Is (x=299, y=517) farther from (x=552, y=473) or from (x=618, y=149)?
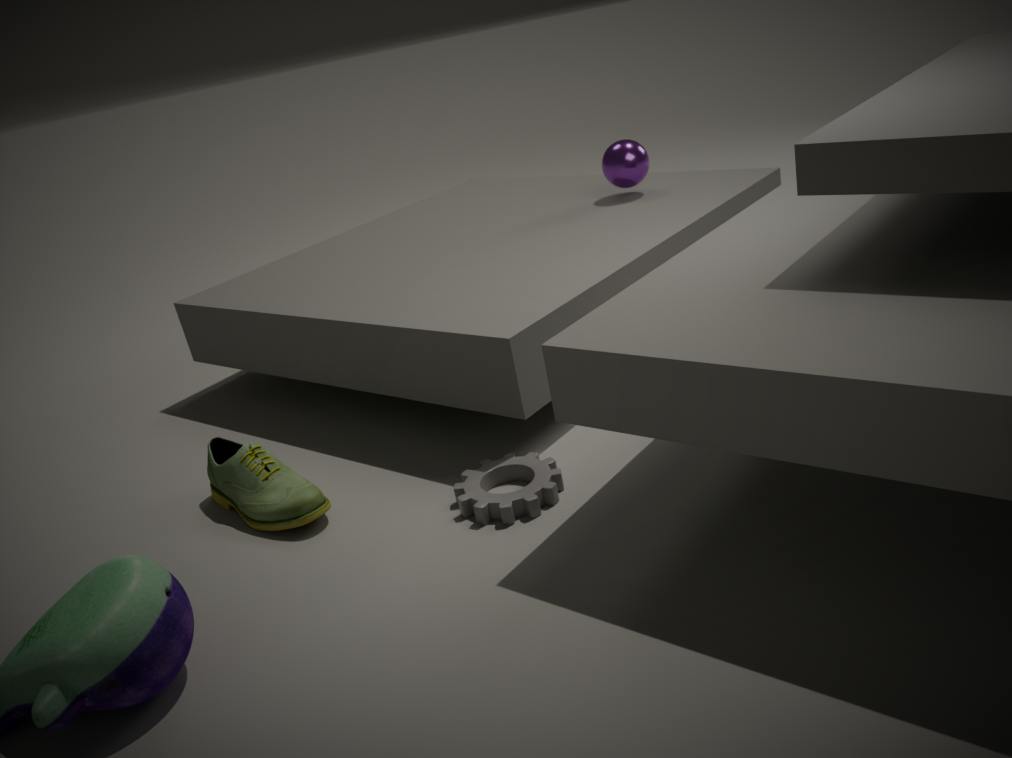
Answer: (x=618, y=149)
